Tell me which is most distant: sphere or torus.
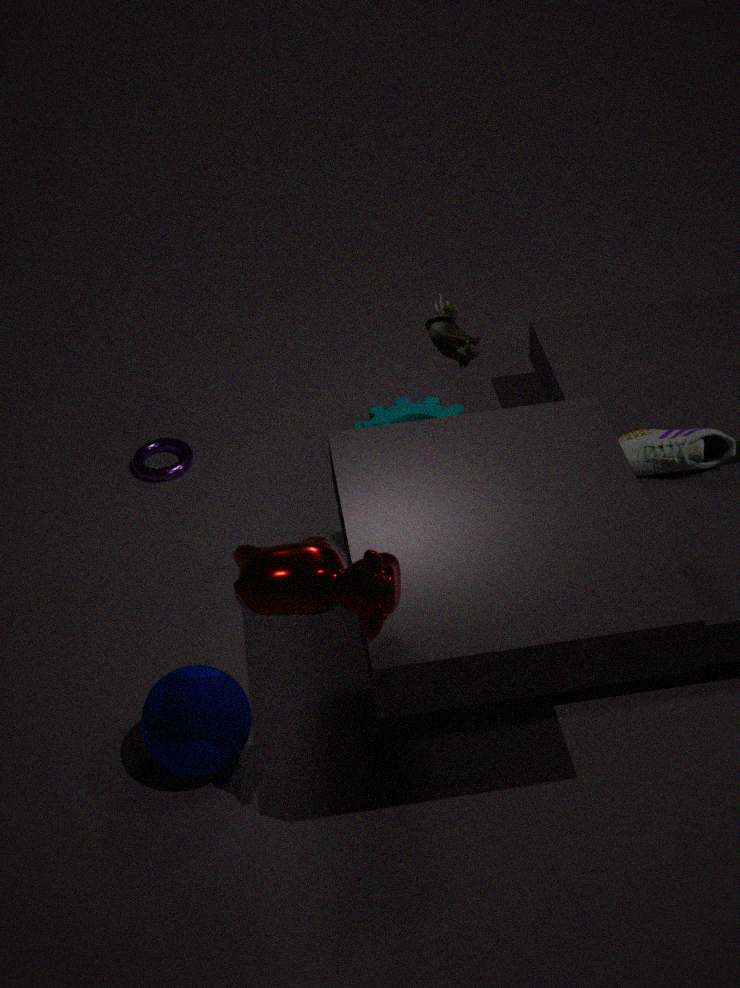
torus
